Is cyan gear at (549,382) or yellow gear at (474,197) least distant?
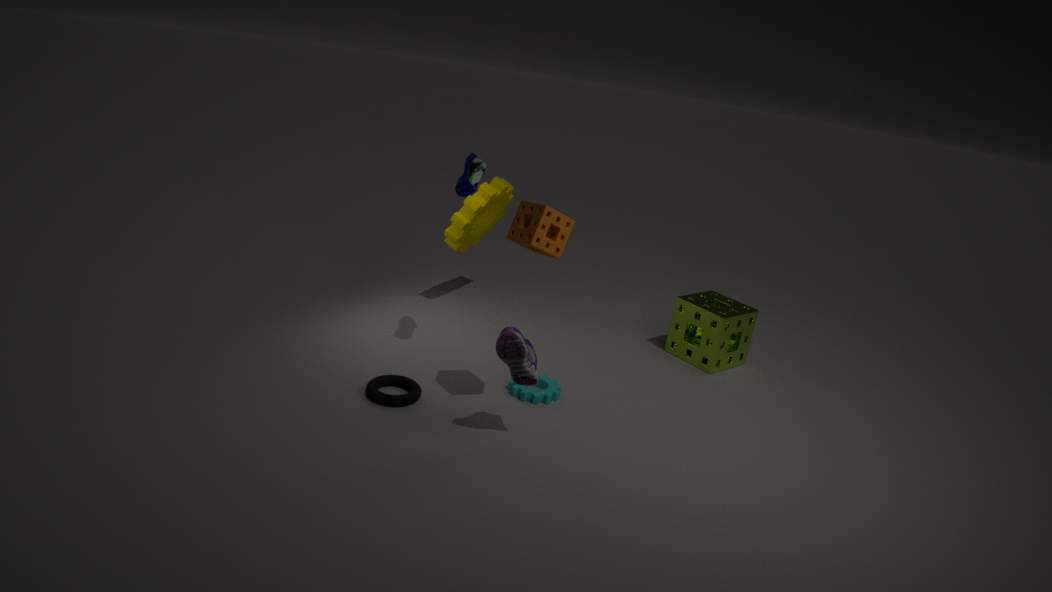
cyan gear at (549,382)
